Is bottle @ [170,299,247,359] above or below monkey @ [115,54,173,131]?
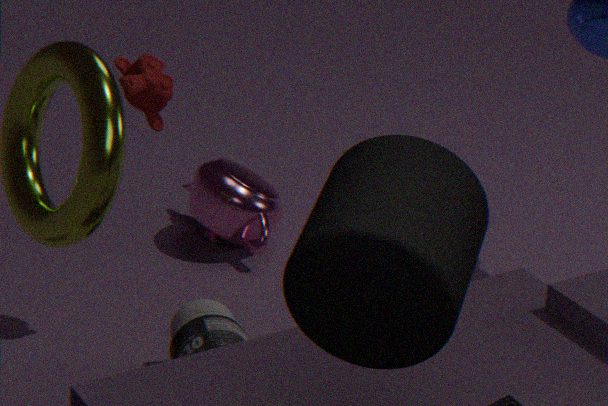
below
